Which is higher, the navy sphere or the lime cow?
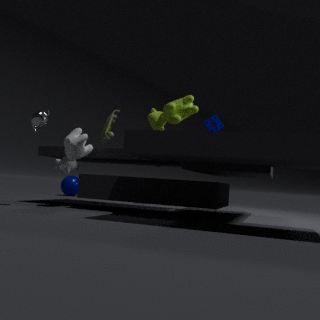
the lime cow
